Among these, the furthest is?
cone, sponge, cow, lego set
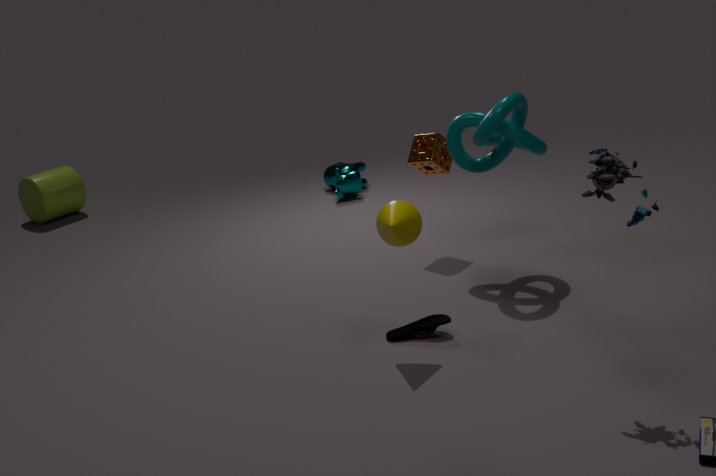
cow
